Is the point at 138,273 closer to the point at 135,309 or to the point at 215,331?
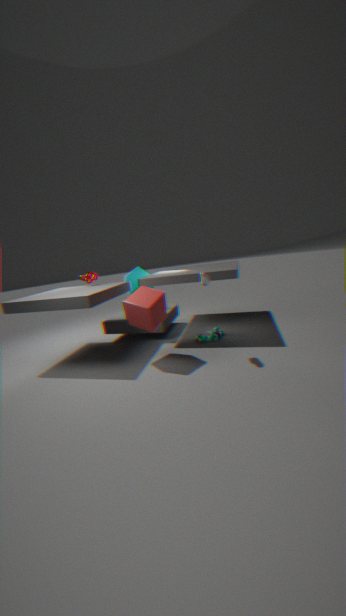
the point at 135,309
